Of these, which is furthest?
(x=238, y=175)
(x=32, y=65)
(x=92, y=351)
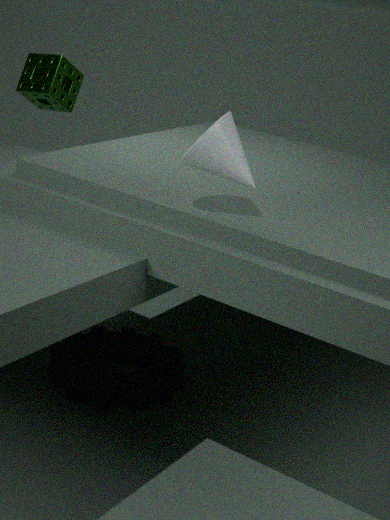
(x=32, y=65)
